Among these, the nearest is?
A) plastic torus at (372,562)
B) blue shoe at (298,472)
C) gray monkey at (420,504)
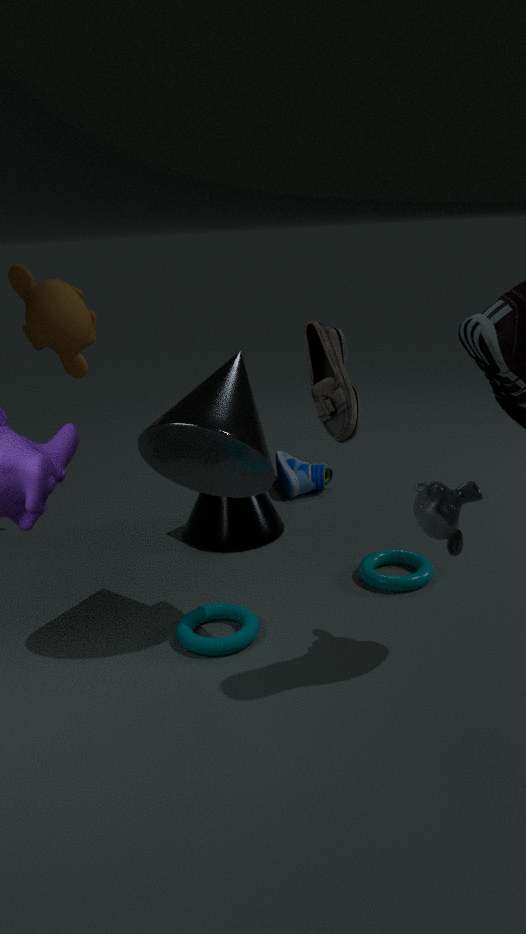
gray monkey at (420,504)
